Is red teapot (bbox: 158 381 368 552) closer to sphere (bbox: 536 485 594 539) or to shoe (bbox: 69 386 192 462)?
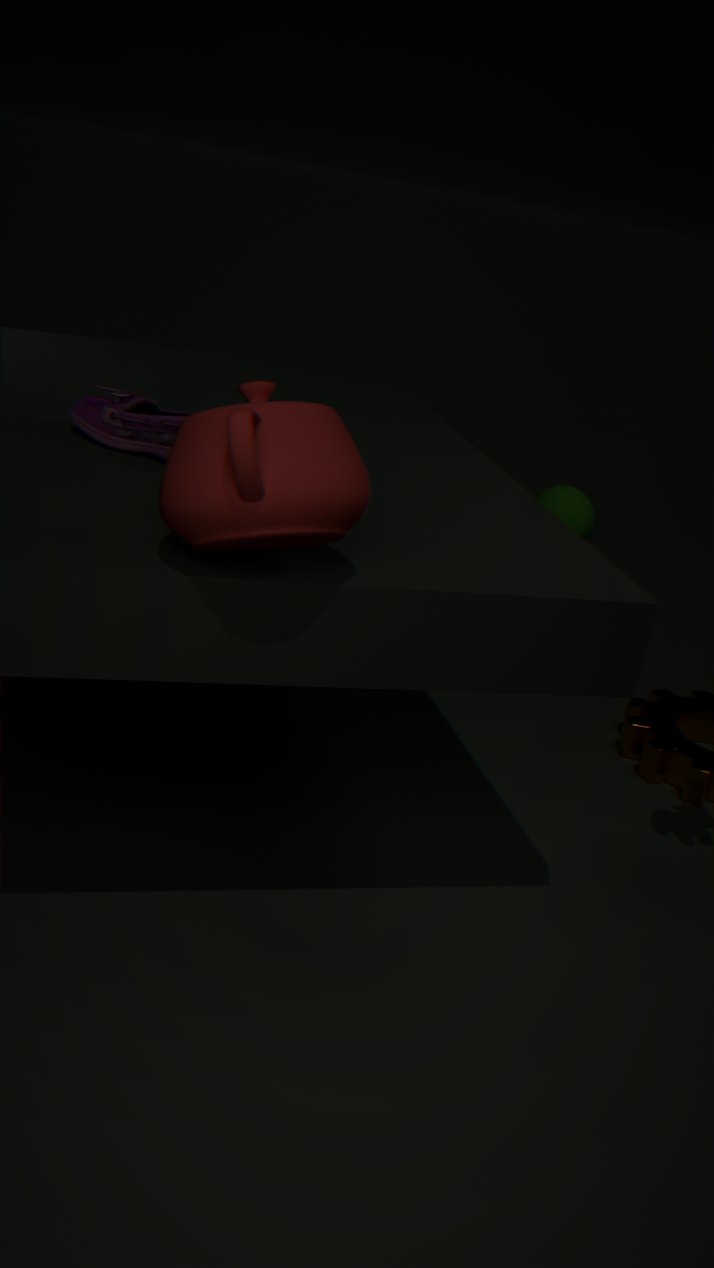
shoe (bbox: 69 386 192 462)
